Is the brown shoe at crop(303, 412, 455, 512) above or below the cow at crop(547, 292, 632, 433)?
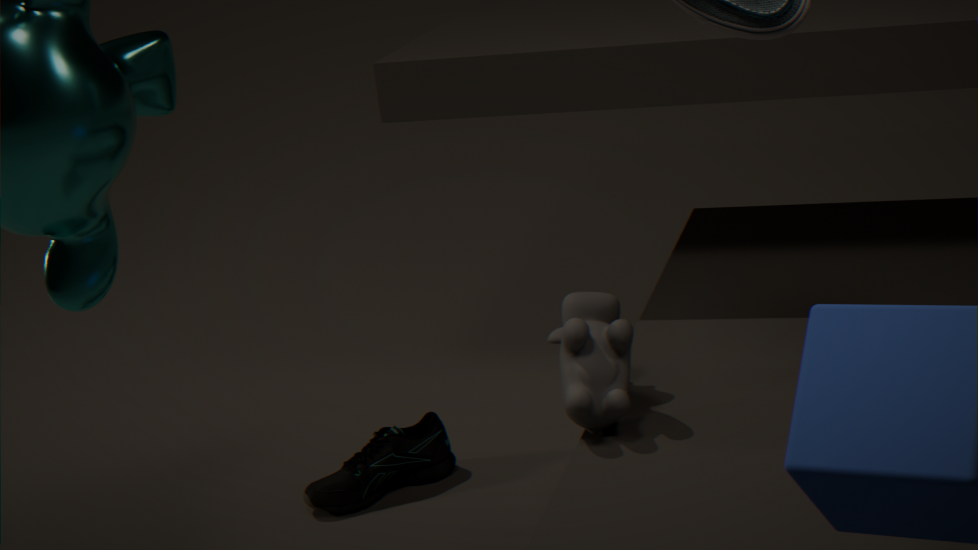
below
